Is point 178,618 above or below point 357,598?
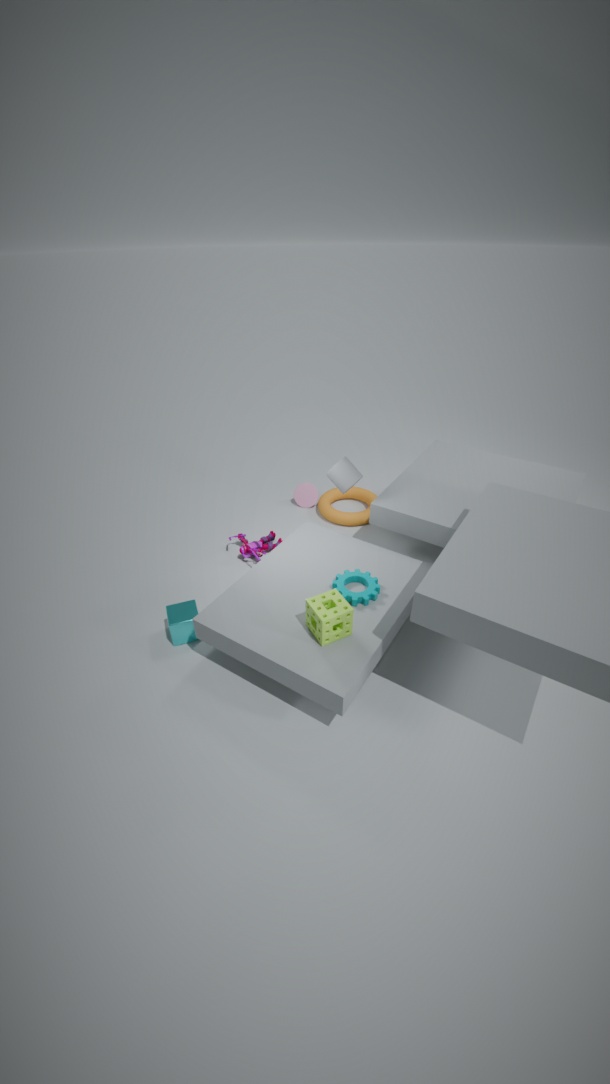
below
